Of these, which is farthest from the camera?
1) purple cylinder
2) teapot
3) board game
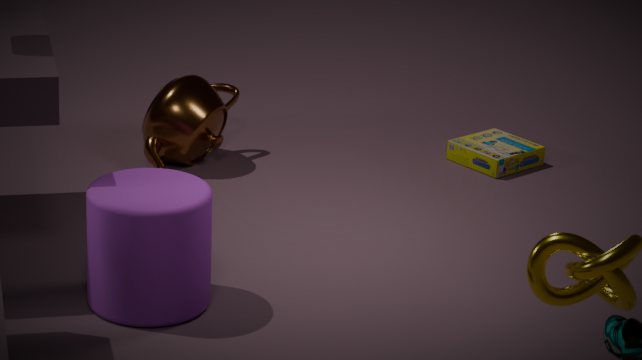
3. board game
